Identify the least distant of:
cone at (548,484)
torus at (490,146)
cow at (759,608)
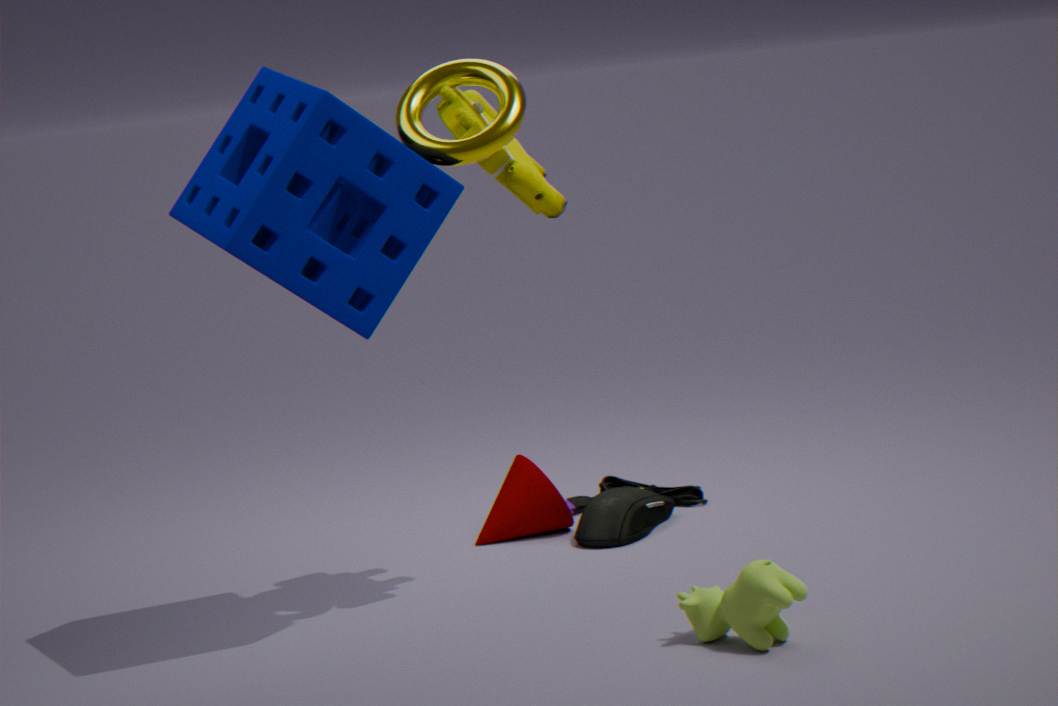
cow at (759,608)
